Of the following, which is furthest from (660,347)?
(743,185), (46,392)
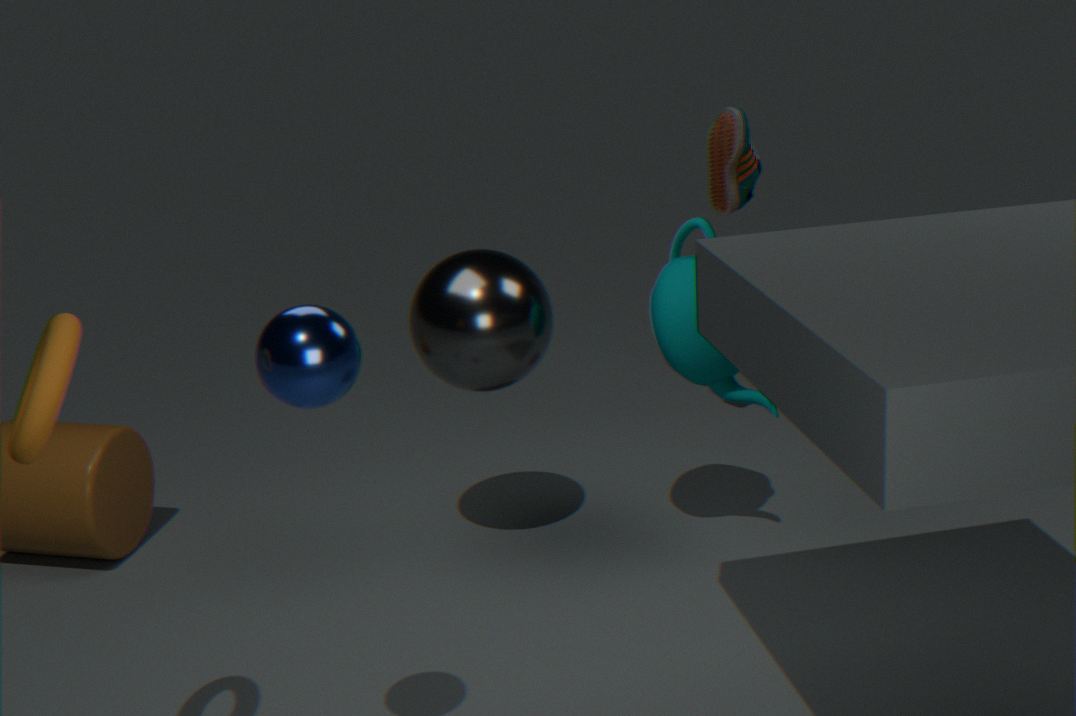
(46,392)
